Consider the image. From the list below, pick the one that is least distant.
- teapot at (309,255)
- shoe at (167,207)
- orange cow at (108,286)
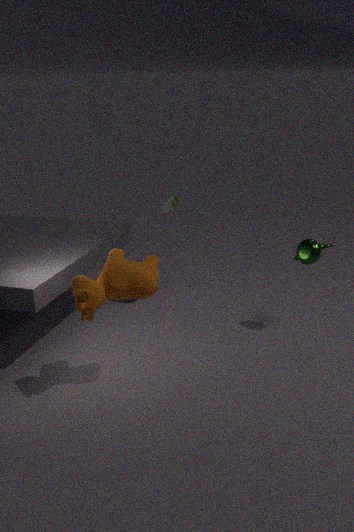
orange cow at (108,286)
